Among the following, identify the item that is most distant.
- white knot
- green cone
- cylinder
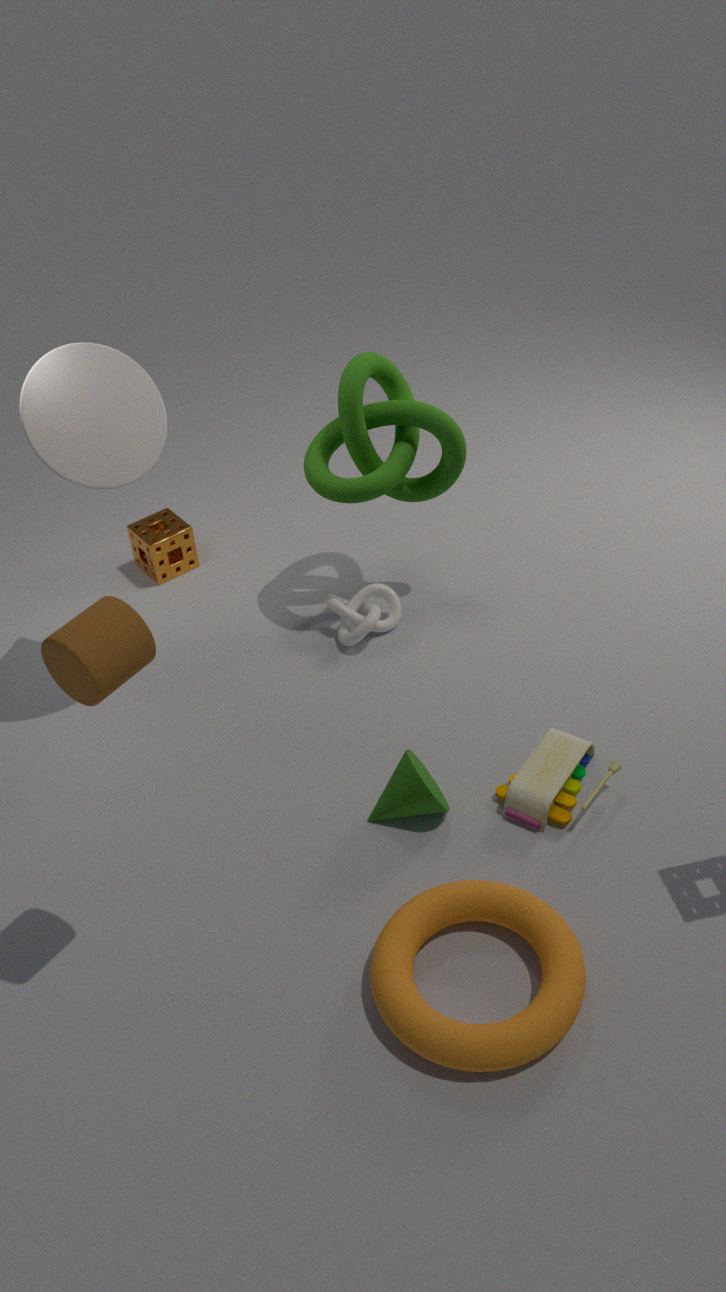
white knot
